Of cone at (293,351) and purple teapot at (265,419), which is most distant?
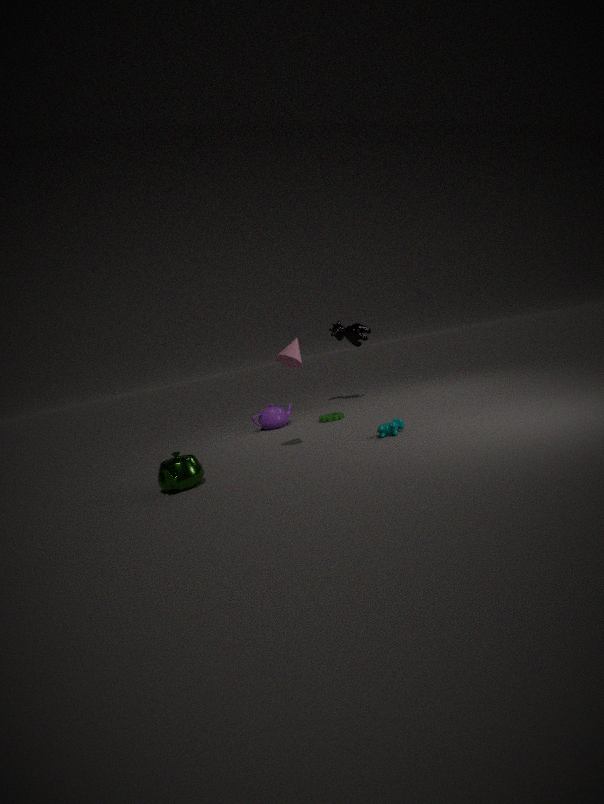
purple teapot at (265,419)
